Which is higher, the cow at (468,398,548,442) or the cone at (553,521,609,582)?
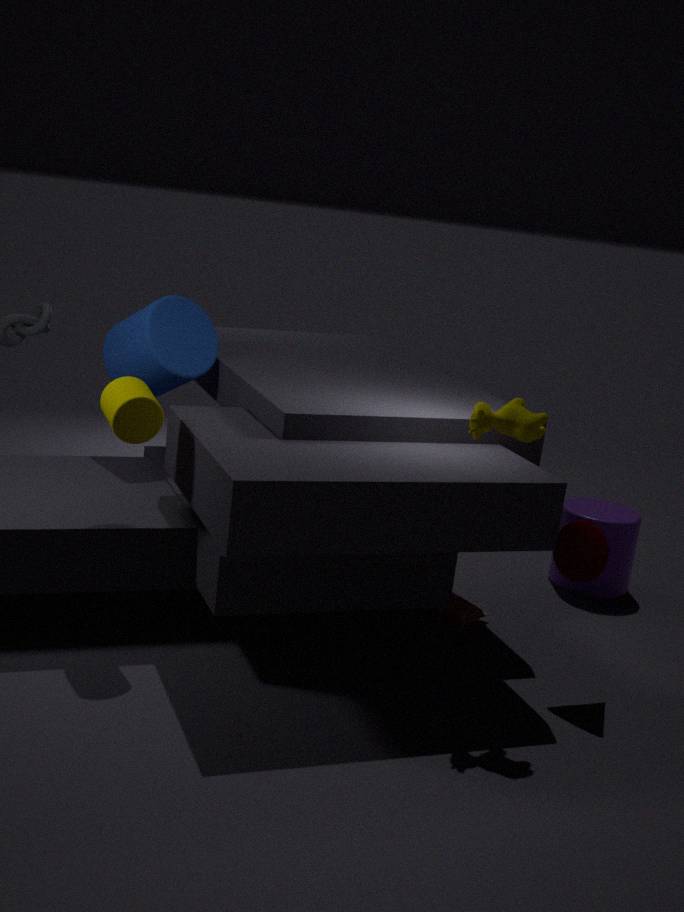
the cow at (468,398,548,442)
